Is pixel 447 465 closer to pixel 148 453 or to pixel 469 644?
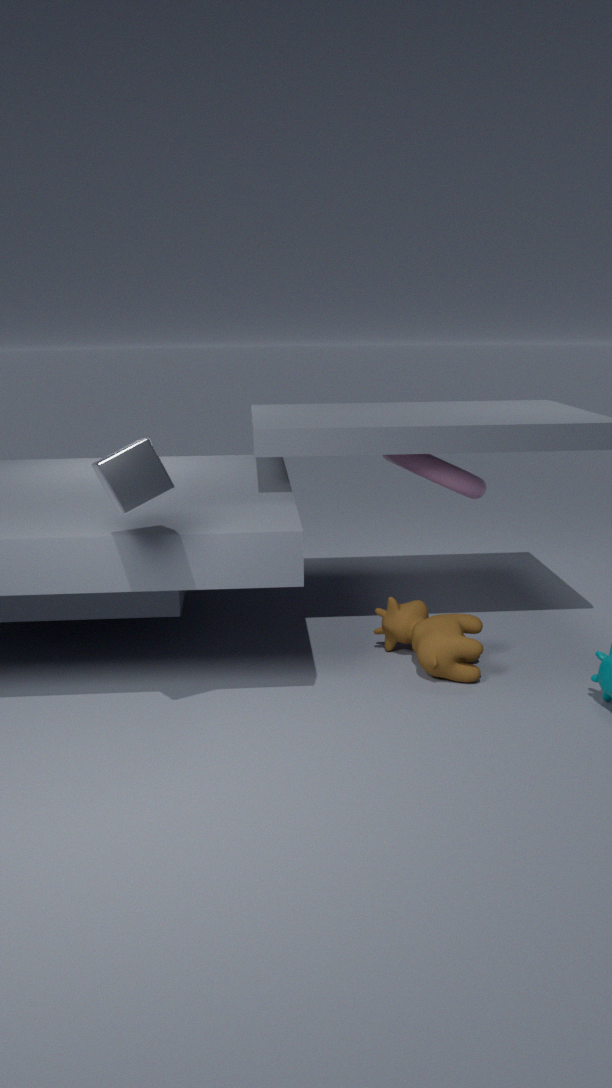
pixel 469 644
